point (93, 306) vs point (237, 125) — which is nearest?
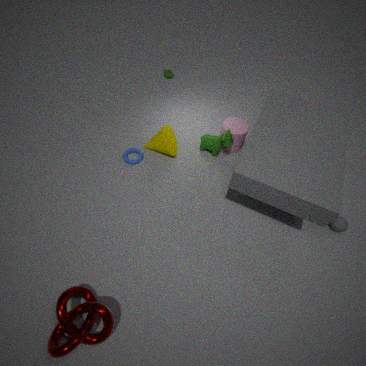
point (93, 306)
